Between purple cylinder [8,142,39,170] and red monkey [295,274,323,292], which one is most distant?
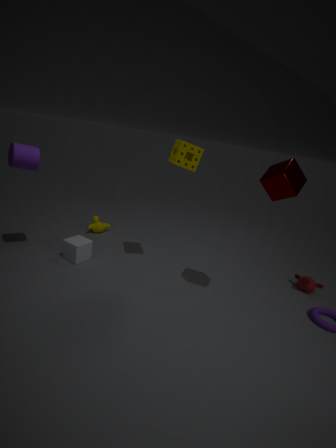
red monkey [295,274,323,292]
